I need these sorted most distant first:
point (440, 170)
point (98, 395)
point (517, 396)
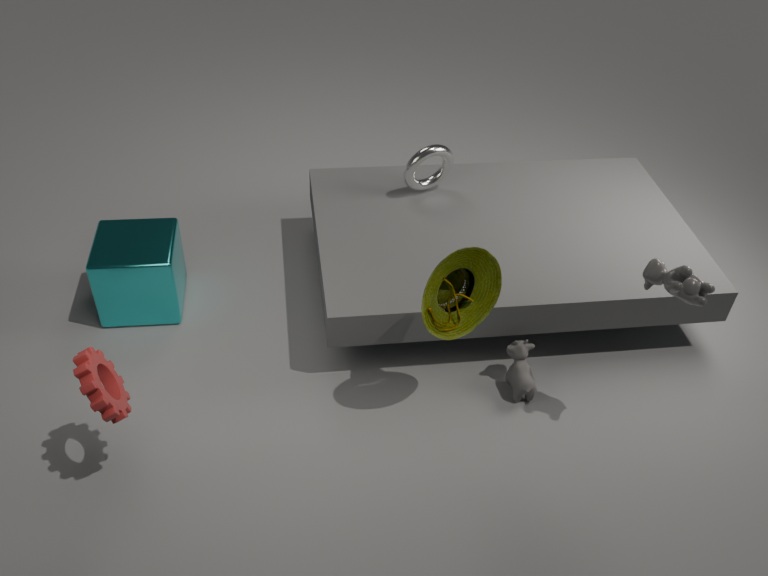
point (440, 170), point (517, 396), point (98, 395)
